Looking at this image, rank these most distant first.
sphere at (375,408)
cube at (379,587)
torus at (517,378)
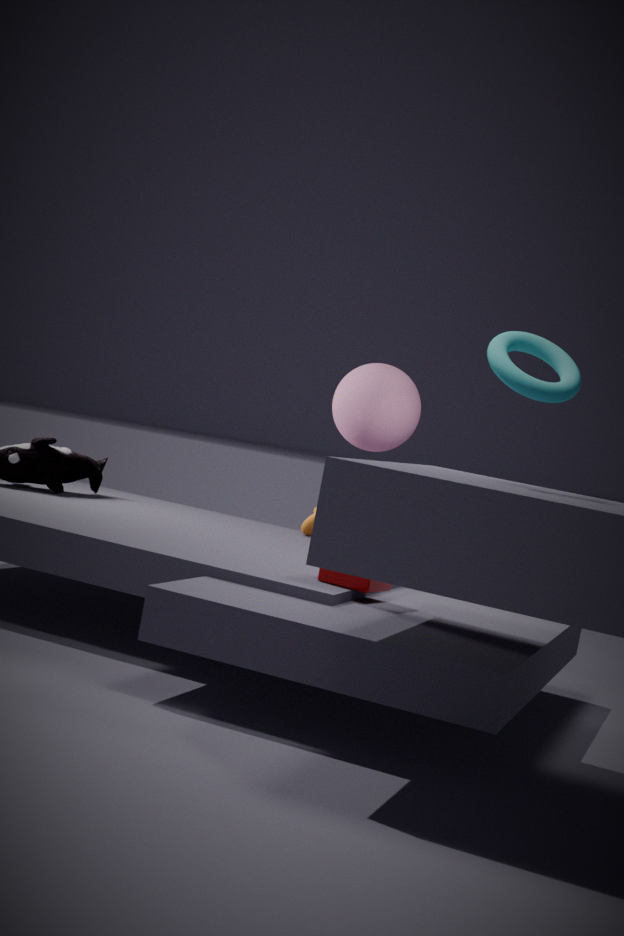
1. sphere at (375,408)
2. cube at (379,587)
3. torus at (517,378)
